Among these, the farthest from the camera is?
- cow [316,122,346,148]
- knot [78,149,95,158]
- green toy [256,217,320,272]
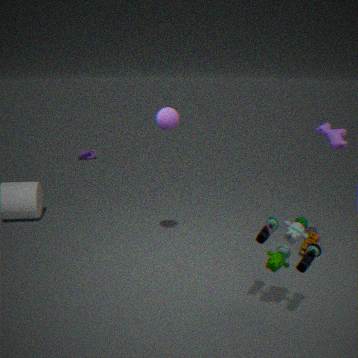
knot [78,149,95,158]
